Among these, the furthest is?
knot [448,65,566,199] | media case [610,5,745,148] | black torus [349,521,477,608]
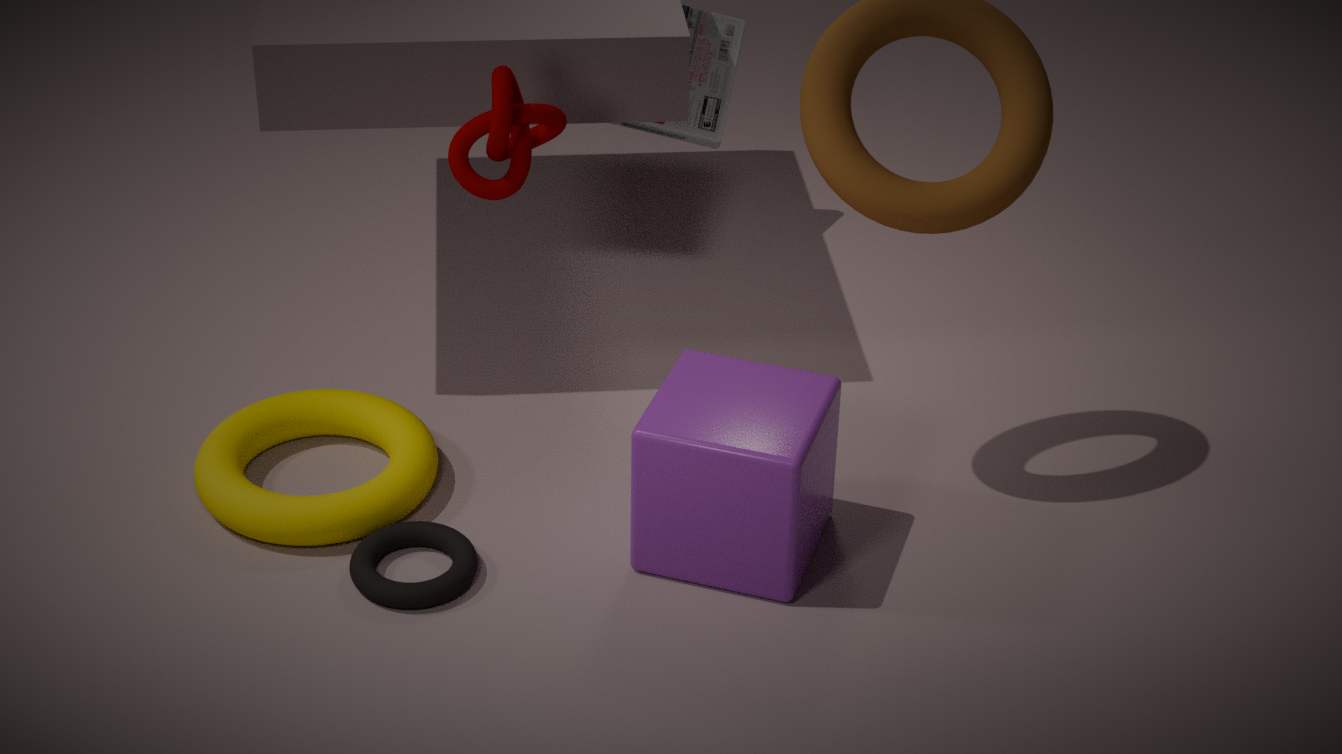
media case [610,5,745,148]
